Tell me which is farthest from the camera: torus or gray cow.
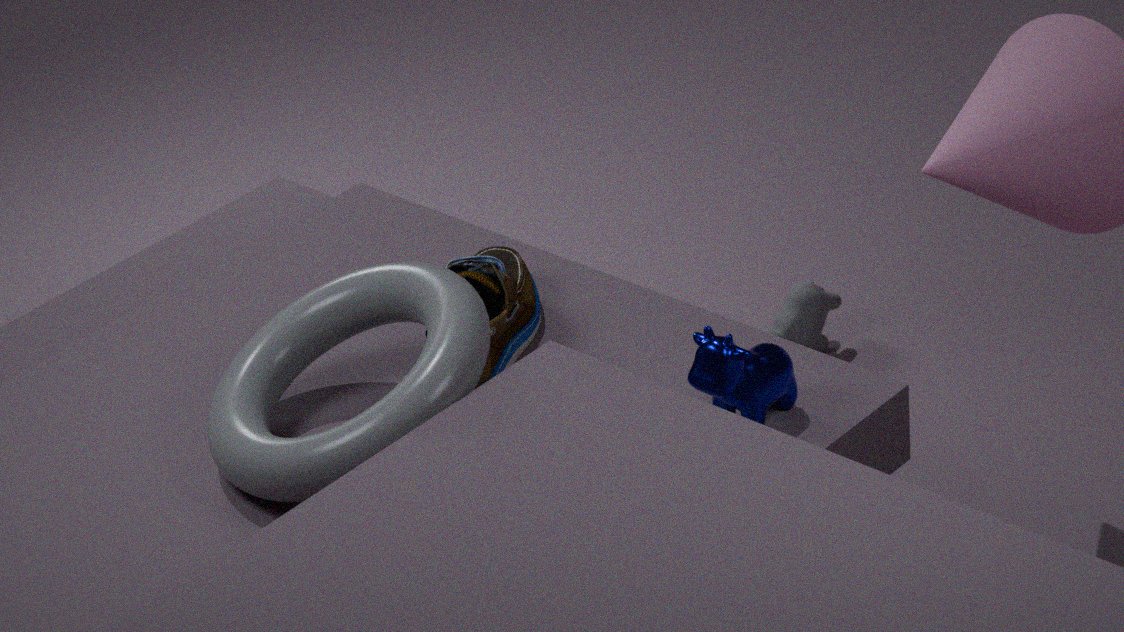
gray cow
